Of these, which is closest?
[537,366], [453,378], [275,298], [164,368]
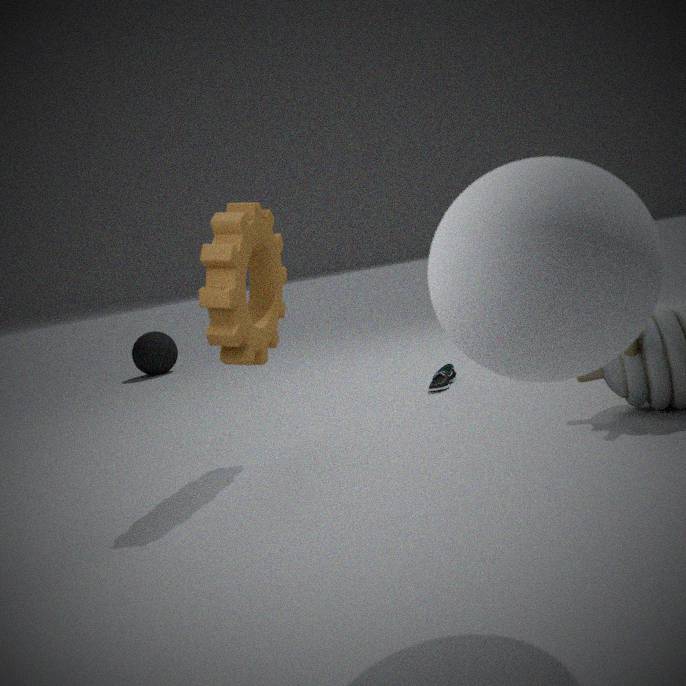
[537,366]
